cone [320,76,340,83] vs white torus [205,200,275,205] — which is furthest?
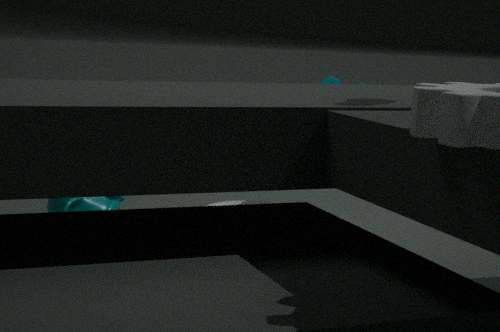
cone [320,76,340,83]
